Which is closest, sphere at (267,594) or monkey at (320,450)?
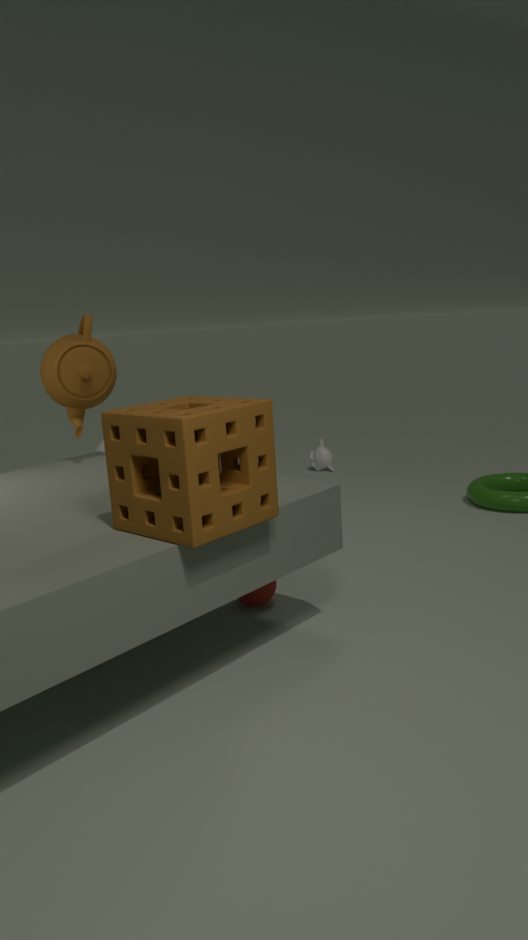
sphere at (267,594)
